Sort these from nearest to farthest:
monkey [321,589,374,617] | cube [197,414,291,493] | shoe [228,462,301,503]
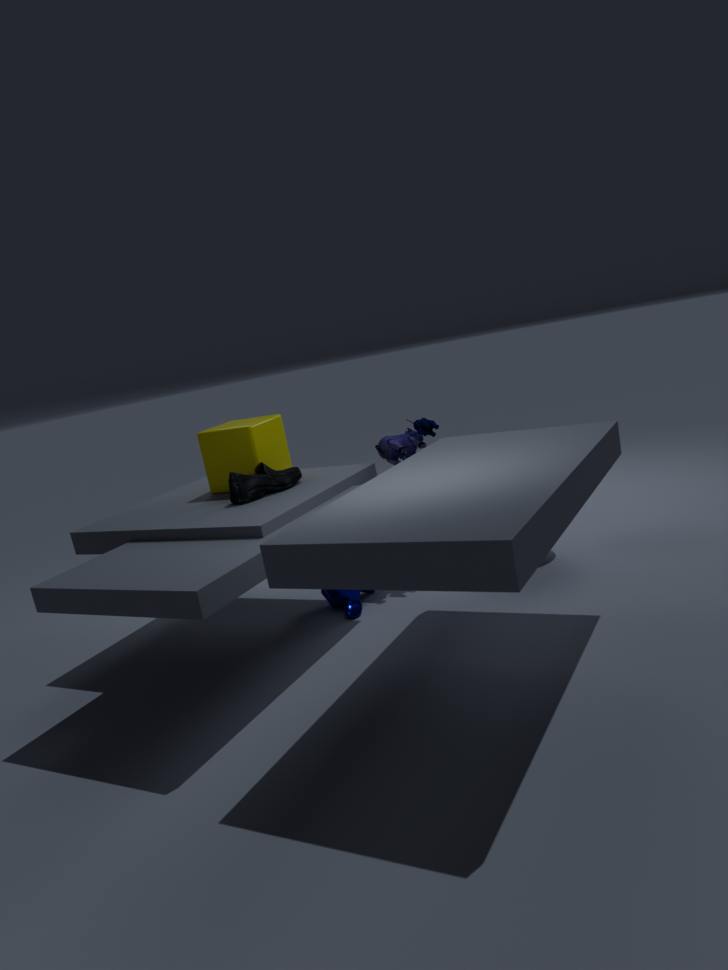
shoe [228,462,301,503], monkey [321,589,374,617], cube [197,414,291,493]
